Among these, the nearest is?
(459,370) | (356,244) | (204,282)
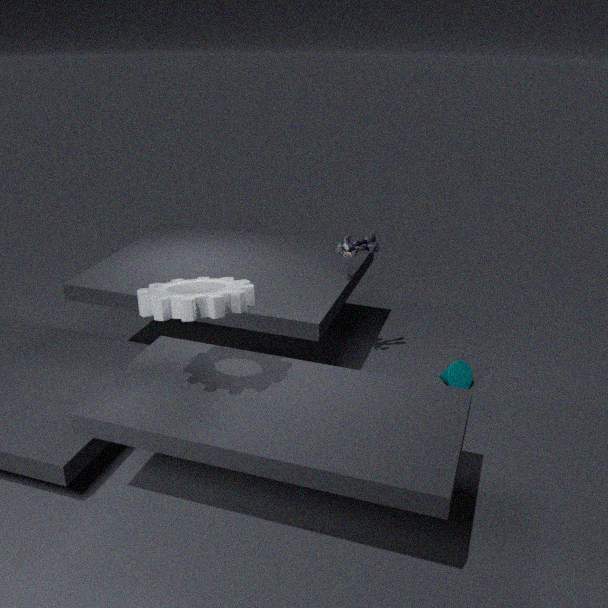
(204,282)
